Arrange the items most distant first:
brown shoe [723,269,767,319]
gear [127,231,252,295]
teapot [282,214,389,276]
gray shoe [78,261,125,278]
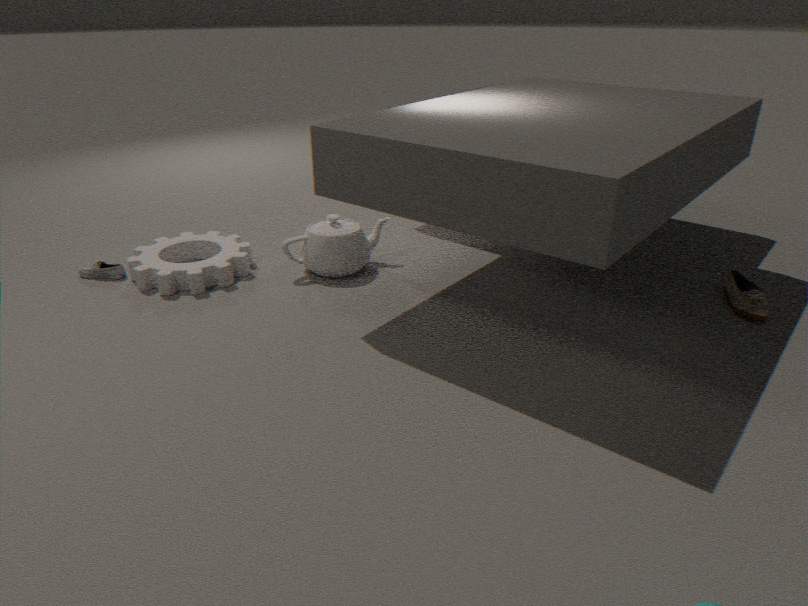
gray shoe [78,261,125,278]
teapot [282,214,389,276]
gear [127,231,252,295]
brown shoe [723,269,767,319]
